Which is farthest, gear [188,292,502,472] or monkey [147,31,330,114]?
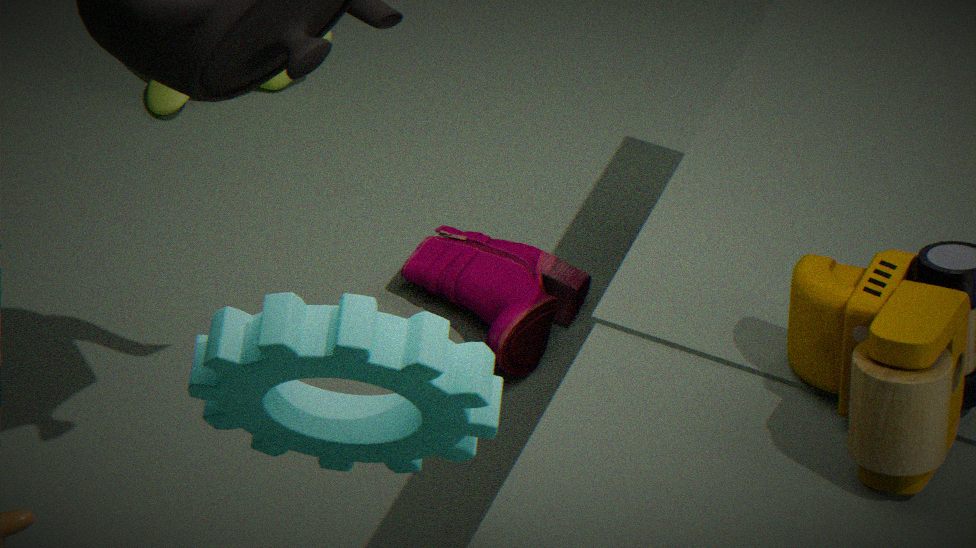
monkey [147,31,330,114]
